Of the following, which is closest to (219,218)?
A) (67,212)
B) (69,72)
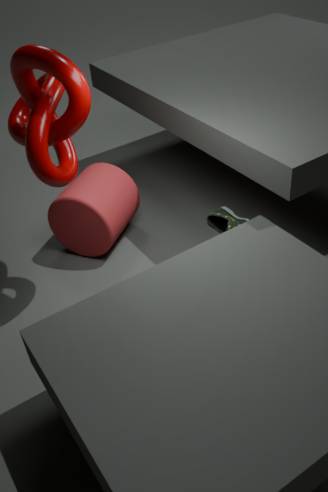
(67,212)
